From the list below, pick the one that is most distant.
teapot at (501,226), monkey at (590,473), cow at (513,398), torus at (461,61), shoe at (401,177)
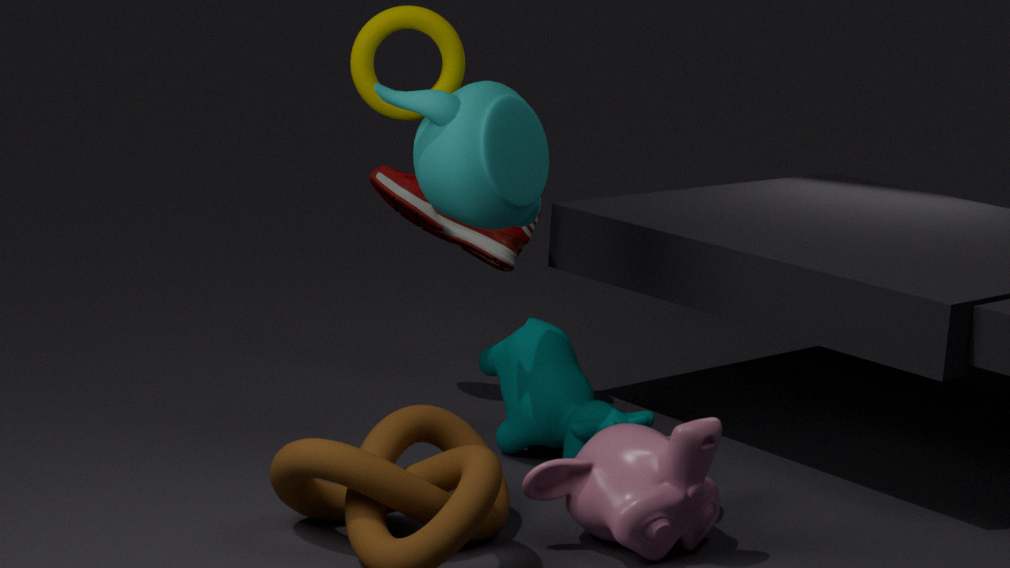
shoe at (401,177)
